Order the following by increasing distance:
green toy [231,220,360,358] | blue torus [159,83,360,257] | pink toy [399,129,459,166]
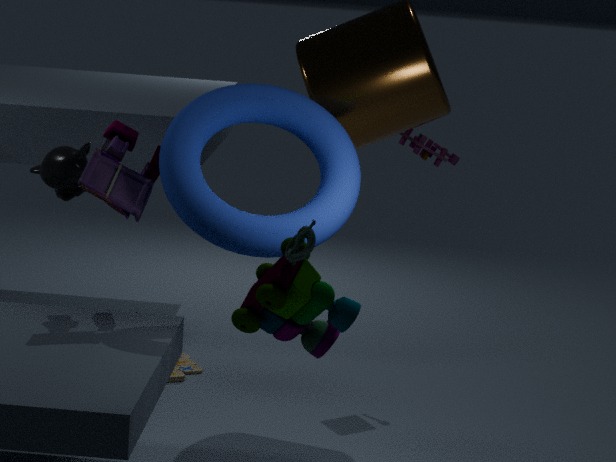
green toy [231,220,360,358]
blue torus [159,83,360,257]
pink toy [399,129,459,166]
